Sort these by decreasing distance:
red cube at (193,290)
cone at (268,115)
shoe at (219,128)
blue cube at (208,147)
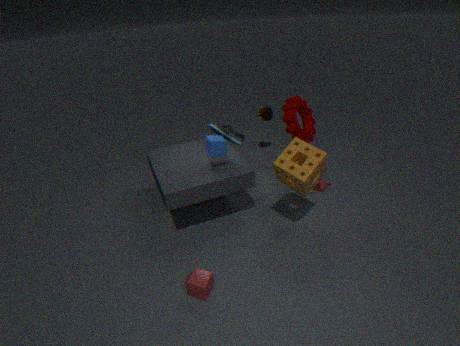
cone at (268,115) < shoe at (219,128) < blue cube at (208,147) < red cube at (193,290)
